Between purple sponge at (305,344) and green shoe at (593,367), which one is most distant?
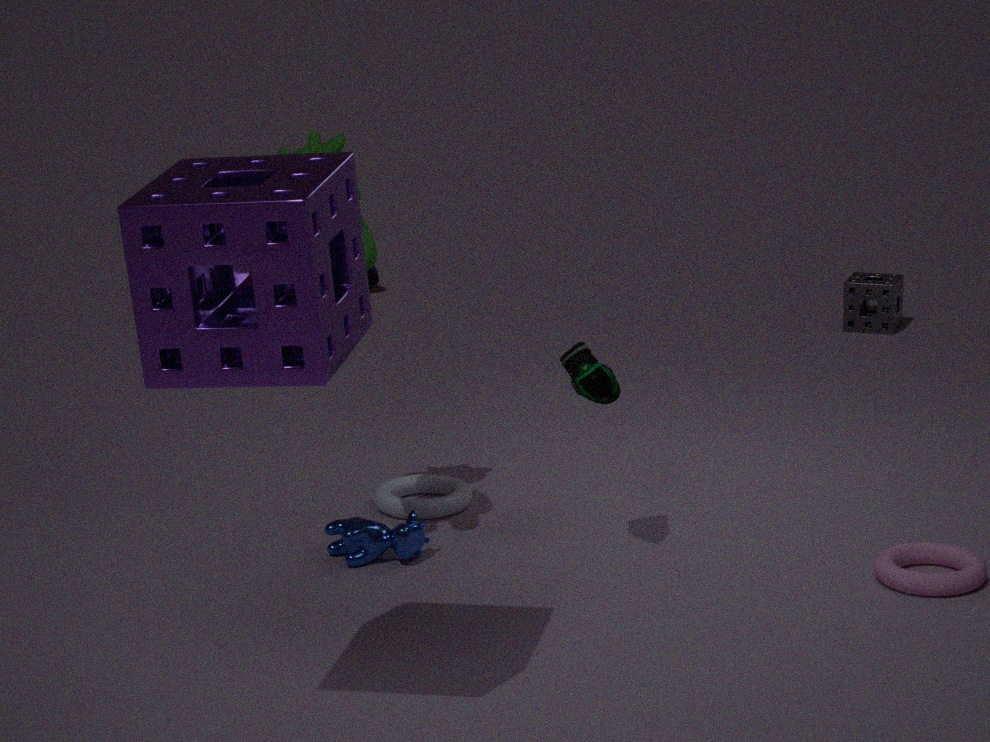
green shoe at (593,367)
